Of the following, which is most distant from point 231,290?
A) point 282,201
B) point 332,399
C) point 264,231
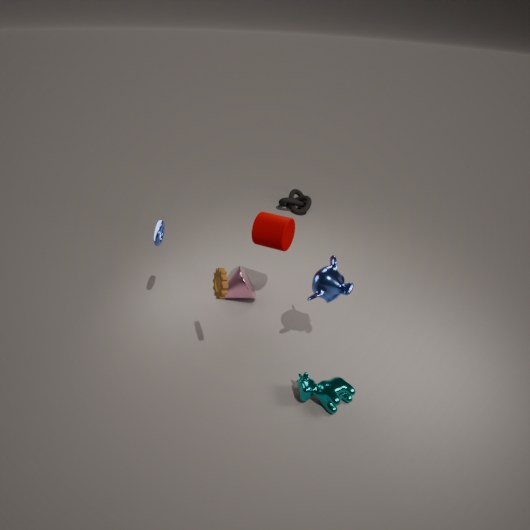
point 282,201
